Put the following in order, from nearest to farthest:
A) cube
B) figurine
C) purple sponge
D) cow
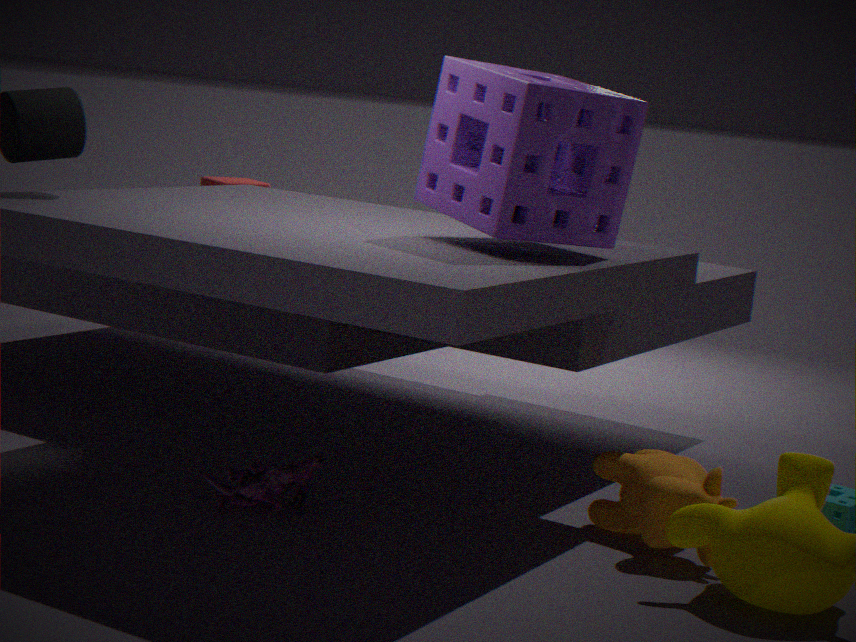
purple sponge, cow, figurine, cube
